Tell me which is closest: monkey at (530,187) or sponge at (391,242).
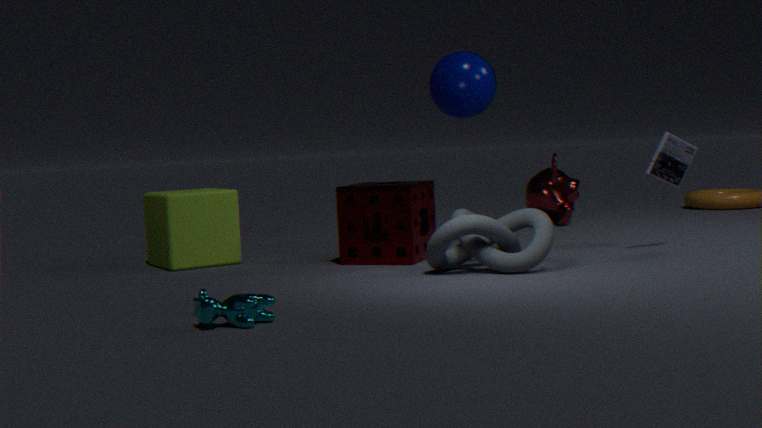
sponge at (391,242)
